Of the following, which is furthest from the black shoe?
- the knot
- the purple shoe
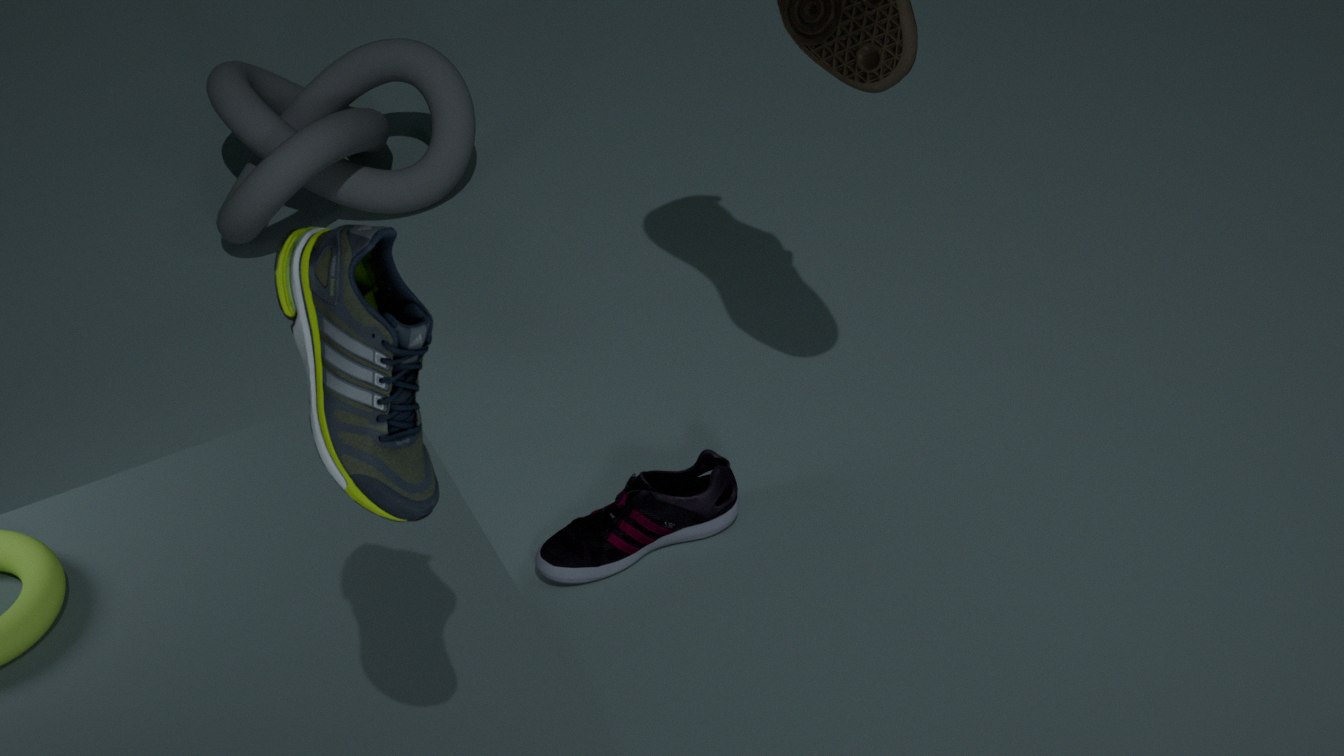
the knot
